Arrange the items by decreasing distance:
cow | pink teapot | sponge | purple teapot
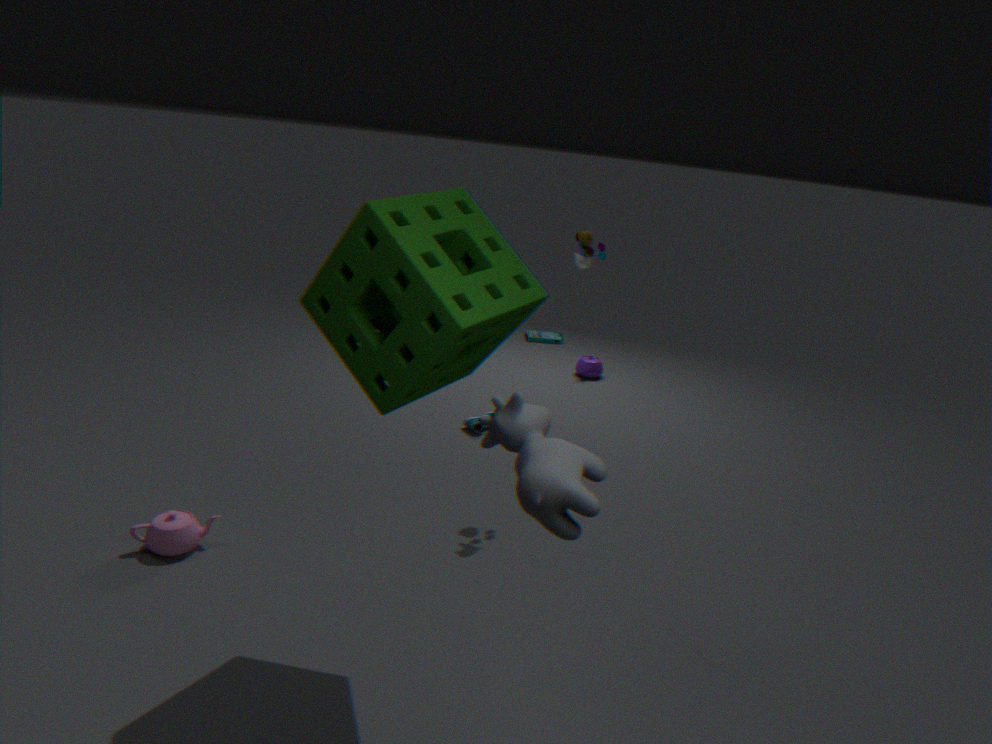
purple teapot
pink teapot
sponge
cow
